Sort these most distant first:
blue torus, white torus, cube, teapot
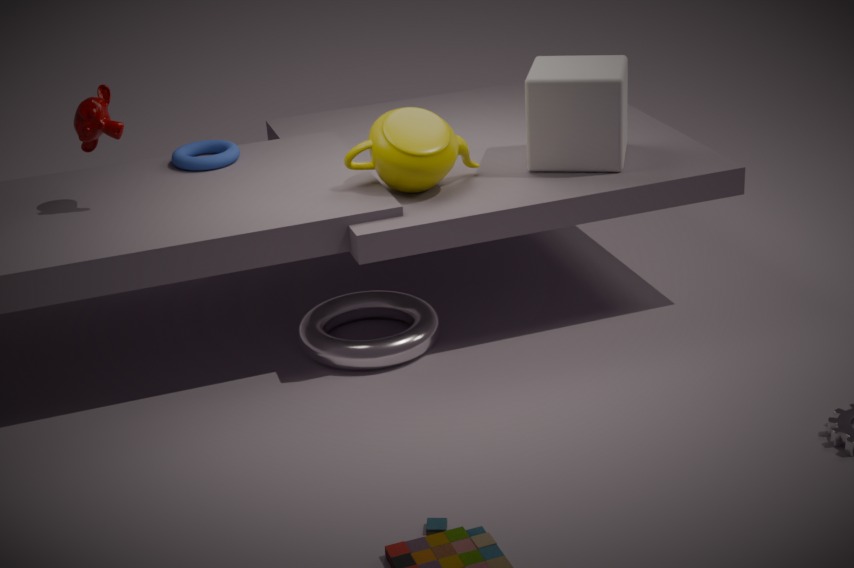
1. blue torus
2. cube
3. white torus
4. teapot
